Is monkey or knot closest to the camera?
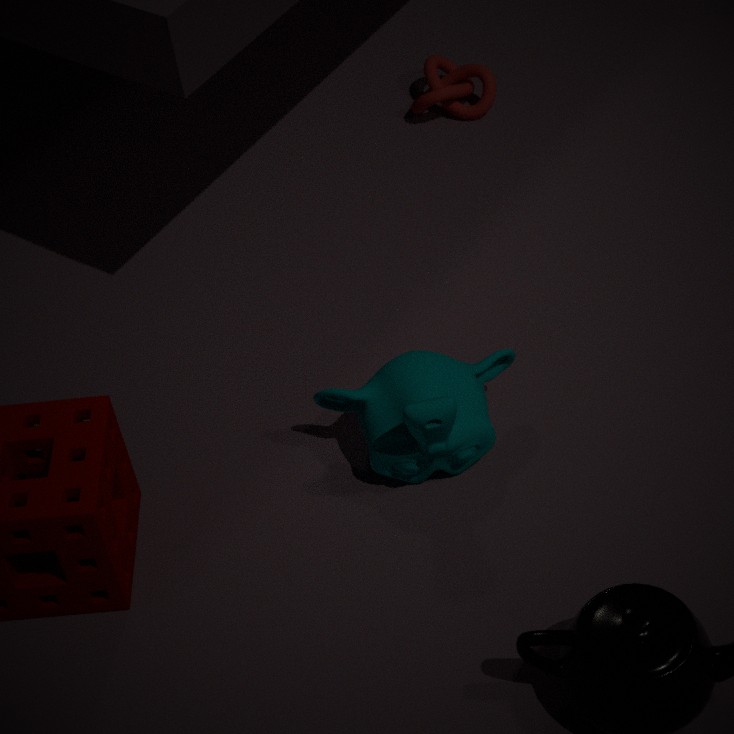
monkey
